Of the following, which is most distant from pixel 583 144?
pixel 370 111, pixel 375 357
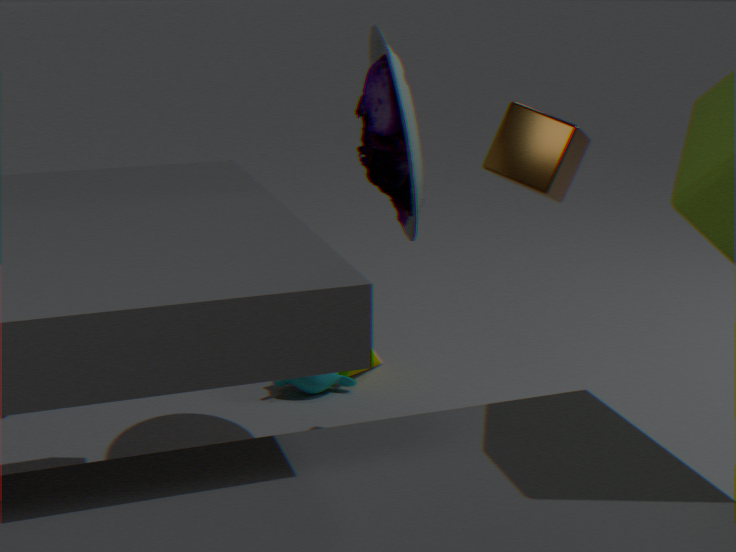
pixel 375 357
